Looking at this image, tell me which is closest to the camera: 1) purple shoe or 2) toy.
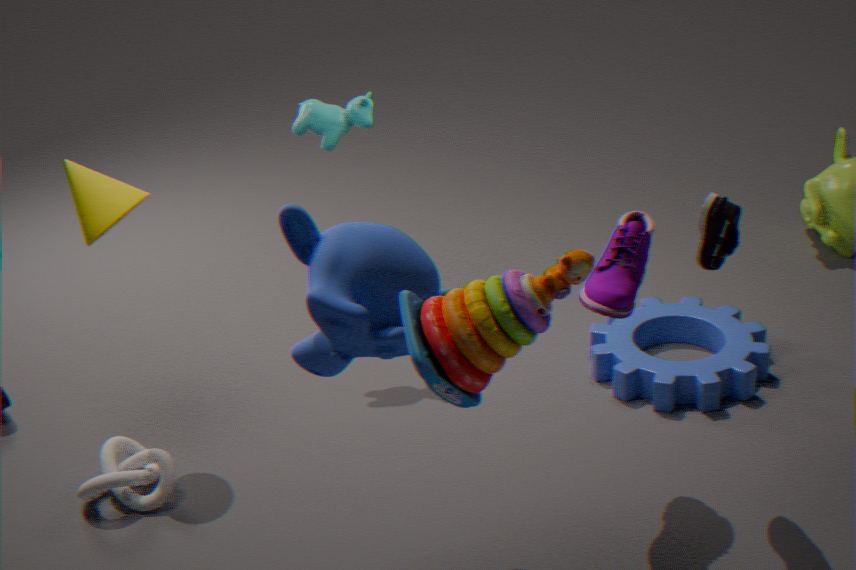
2. toy
